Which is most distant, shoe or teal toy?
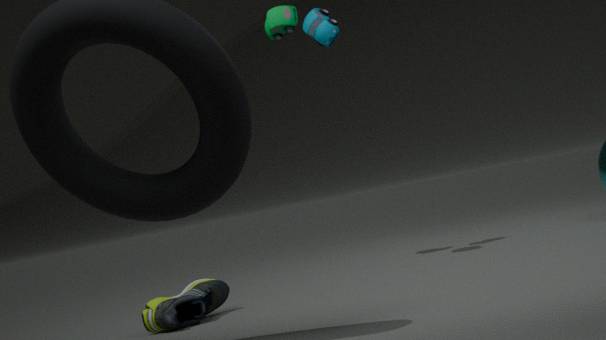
teal toy
